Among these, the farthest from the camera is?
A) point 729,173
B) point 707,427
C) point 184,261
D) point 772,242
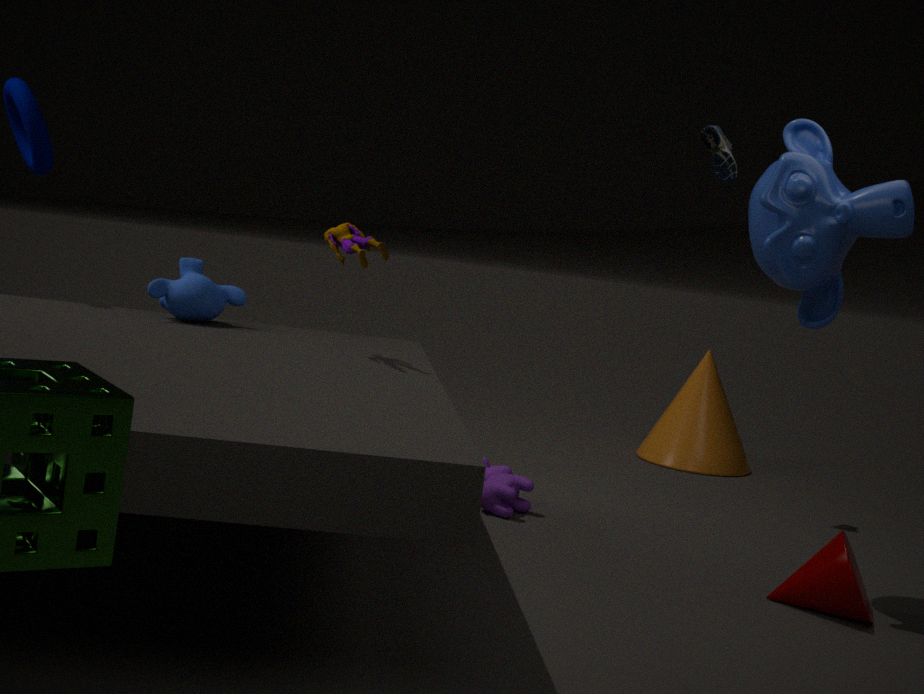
point 707,427
